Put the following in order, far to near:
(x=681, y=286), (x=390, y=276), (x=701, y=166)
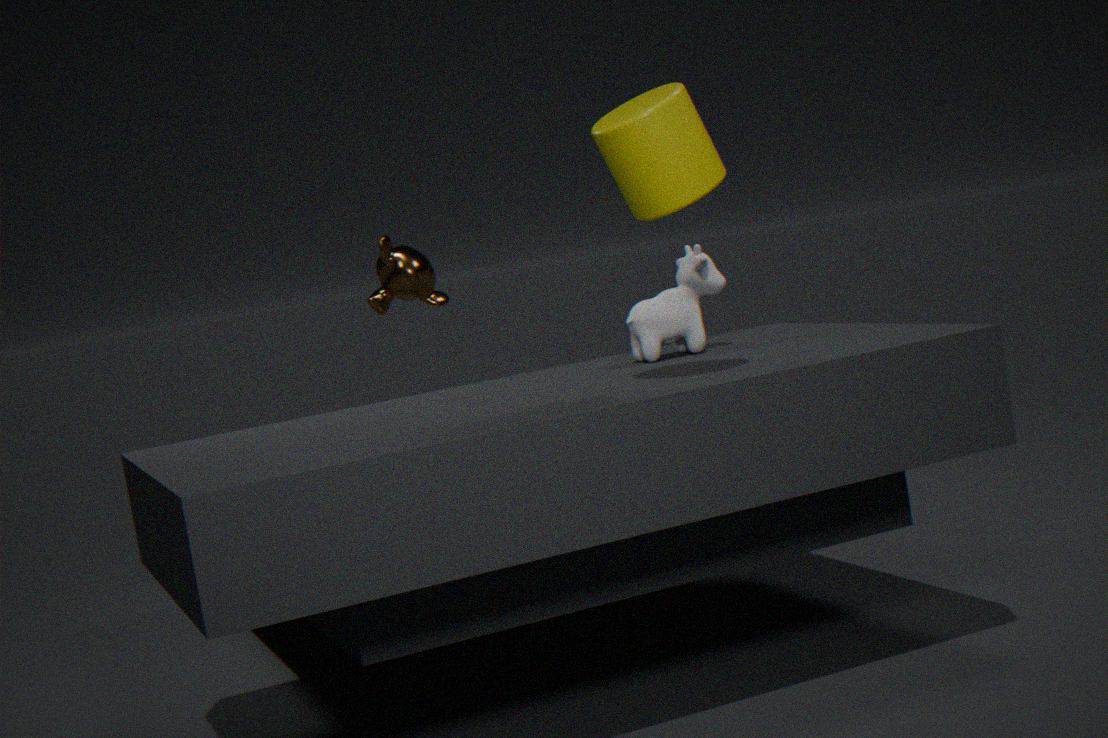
1. (x=390, y=276)
2. (x=681, y=286)
3. (x=701, y=166)
